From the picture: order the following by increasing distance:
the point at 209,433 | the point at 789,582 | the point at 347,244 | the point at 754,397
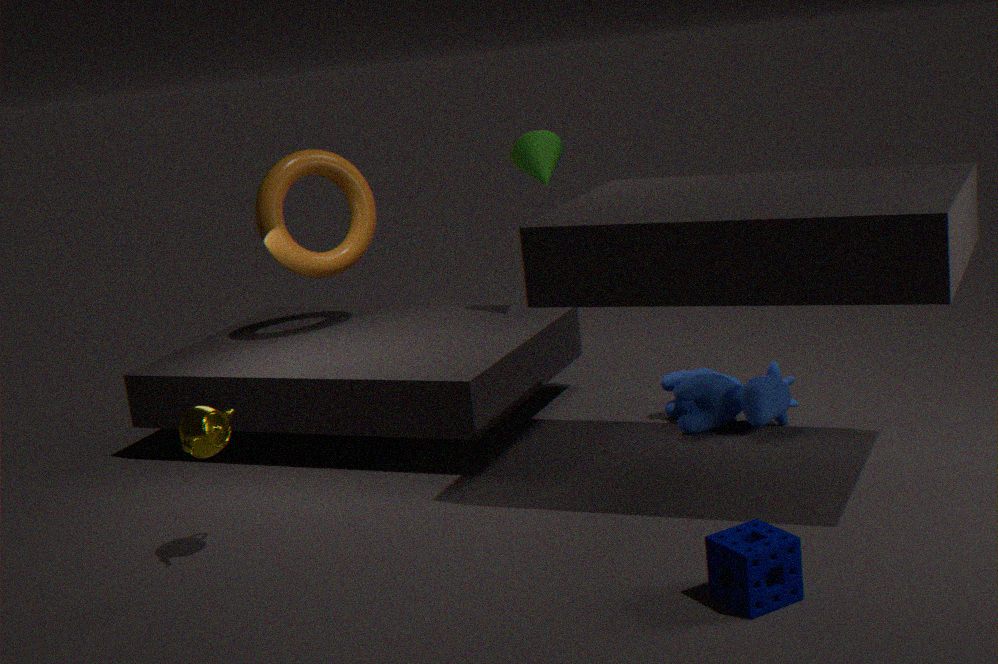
the point at 789,582 → the point at 209,433 → the point at 754,397 → the point at 347,244
